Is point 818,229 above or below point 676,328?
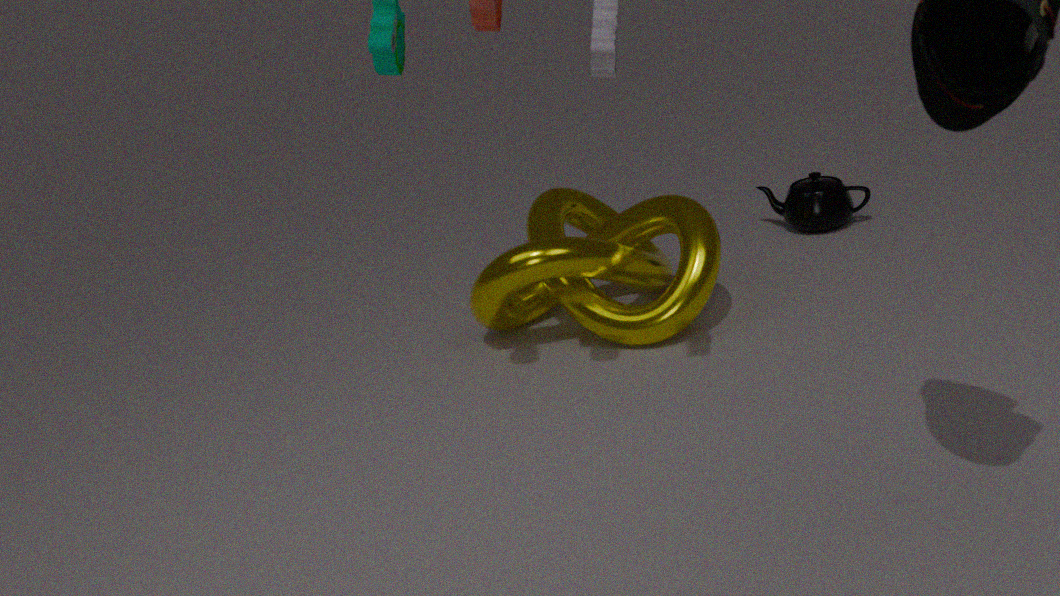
below
